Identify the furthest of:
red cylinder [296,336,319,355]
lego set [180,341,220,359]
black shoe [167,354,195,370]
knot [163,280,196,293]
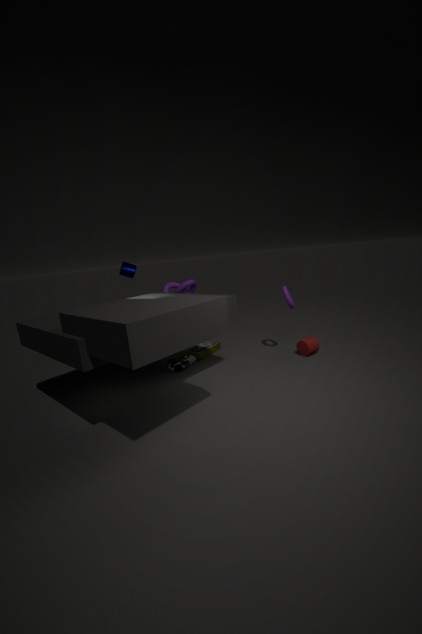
knot [163,280,196,293]
